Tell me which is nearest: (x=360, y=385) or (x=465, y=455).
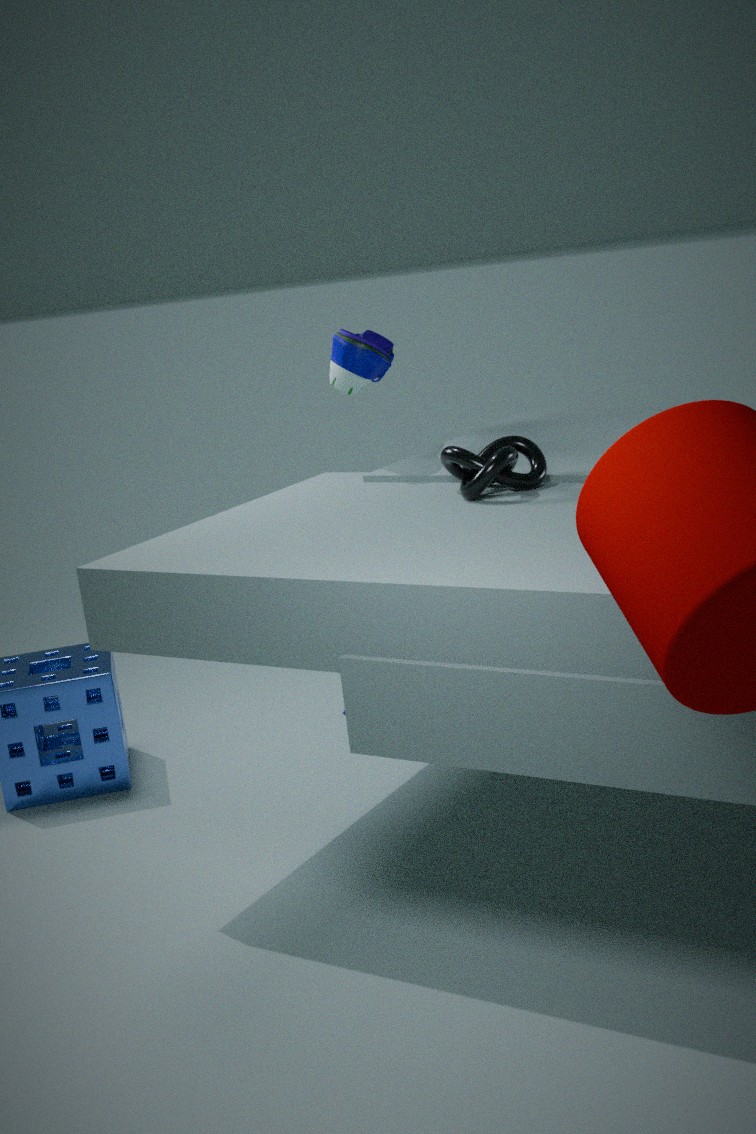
(x=465, y=455)
